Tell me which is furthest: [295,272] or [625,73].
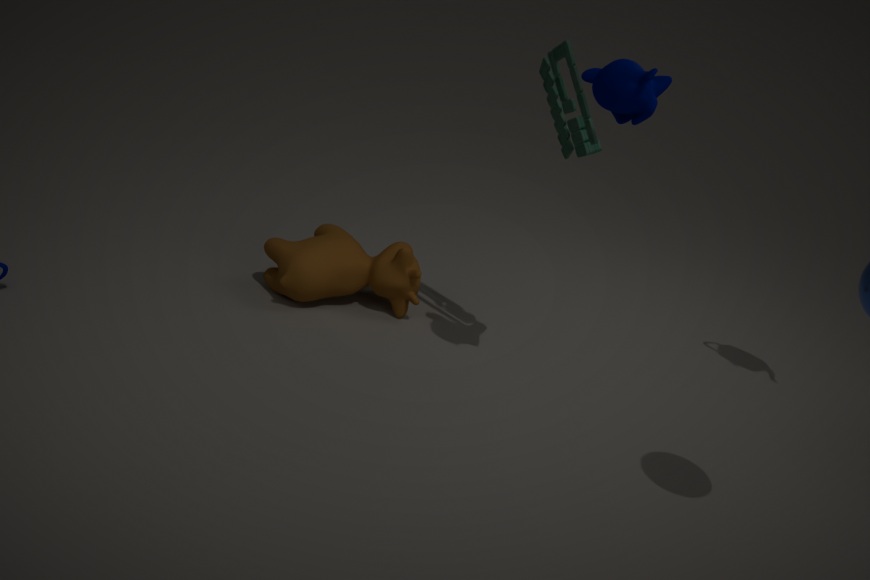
[295,272]
